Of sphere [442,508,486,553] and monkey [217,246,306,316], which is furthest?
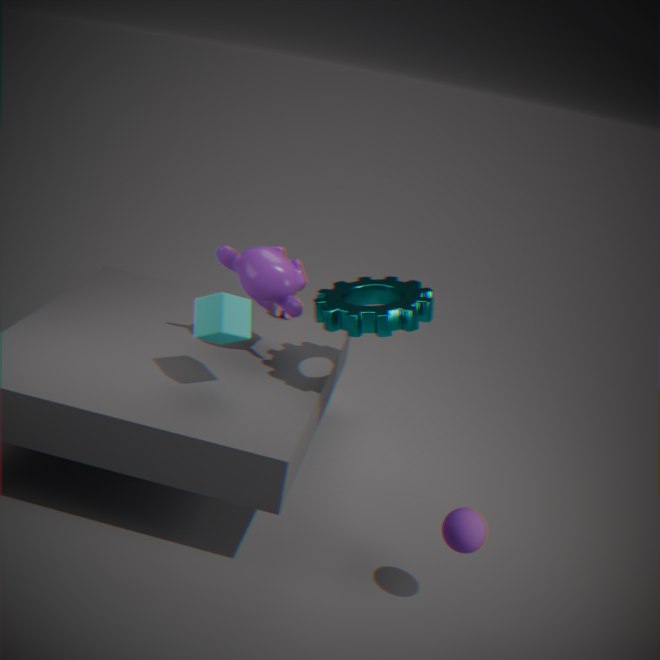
monkey [217,246,306,316]
